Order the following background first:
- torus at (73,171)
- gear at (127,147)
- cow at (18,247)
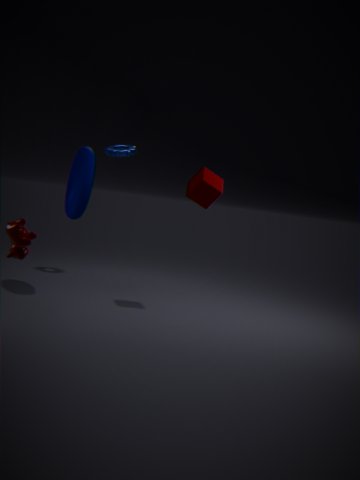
gear at (127,147) < torus at (73,171) < cow at (18,247)
